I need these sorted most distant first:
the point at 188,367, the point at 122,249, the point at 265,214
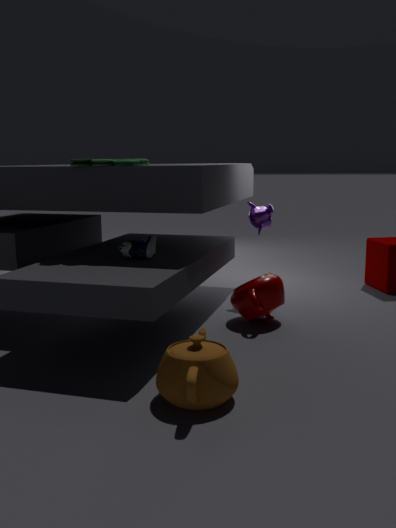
the point at 265,214
the point at 122,249
the point at 188,367
